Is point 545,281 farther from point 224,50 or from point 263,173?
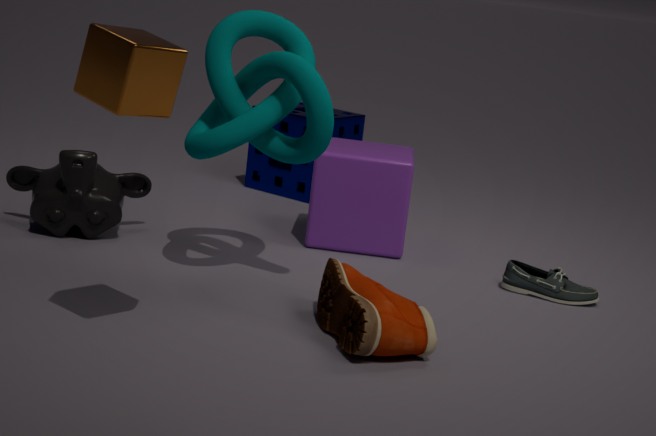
point 263,173
